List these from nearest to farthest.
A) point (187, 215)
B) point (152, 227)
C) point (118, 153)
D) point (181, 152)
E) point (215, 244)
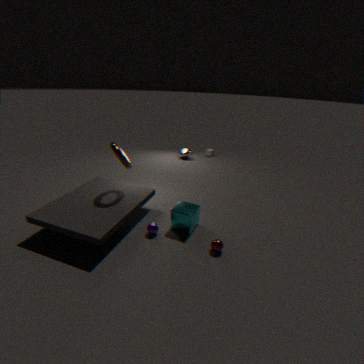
point (215, 244) → point (187, 215) → point (152, 227) → point (118, 153) → point (181, 152)
